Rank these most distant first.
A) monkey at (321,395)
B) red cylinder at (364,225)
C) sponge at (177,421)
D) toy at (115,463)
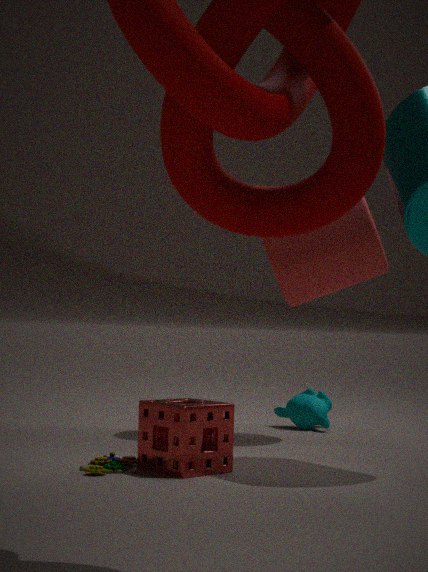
monkey at (321,395)
red cylinder at (364,225)
sponge at (177,421)
toy at (115,463)
